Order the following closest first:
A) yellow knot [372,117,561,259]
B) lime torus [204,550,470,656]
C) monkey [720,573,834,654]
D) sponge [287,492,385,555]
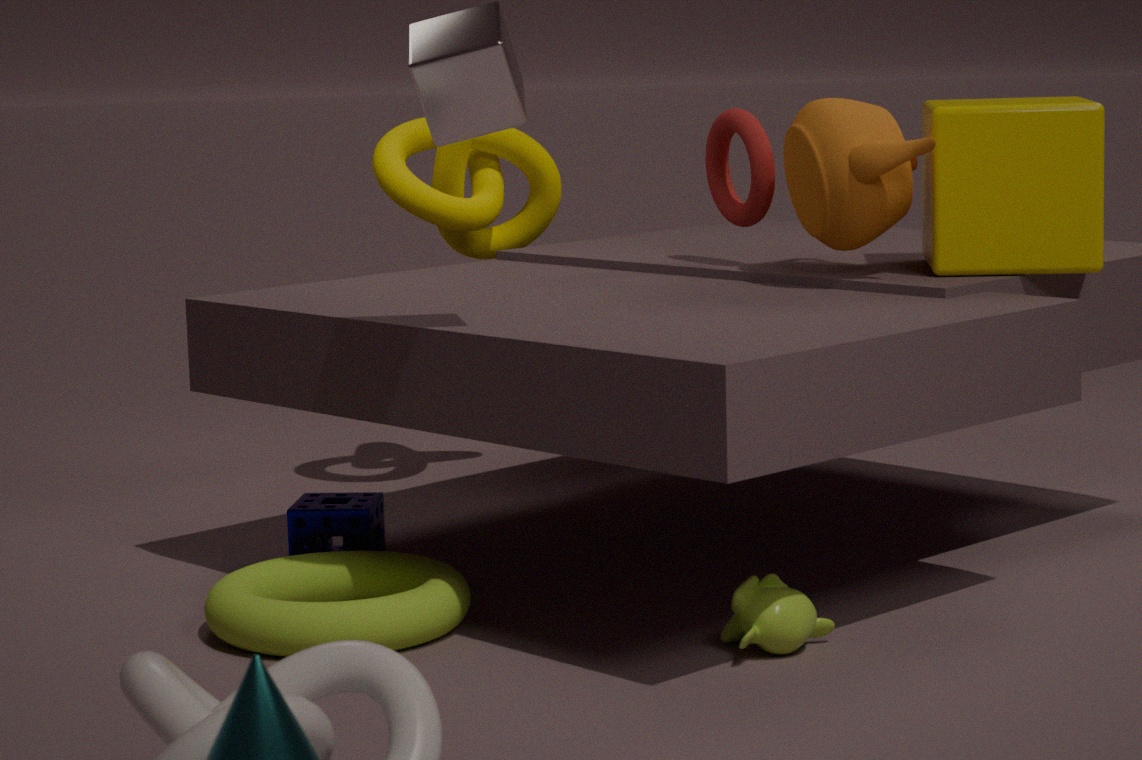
monkey [720,573,834,654] < lime torus [204,550,470,656] < sponge [287,492,385,555] < yellow knot [372,117,561,259]
